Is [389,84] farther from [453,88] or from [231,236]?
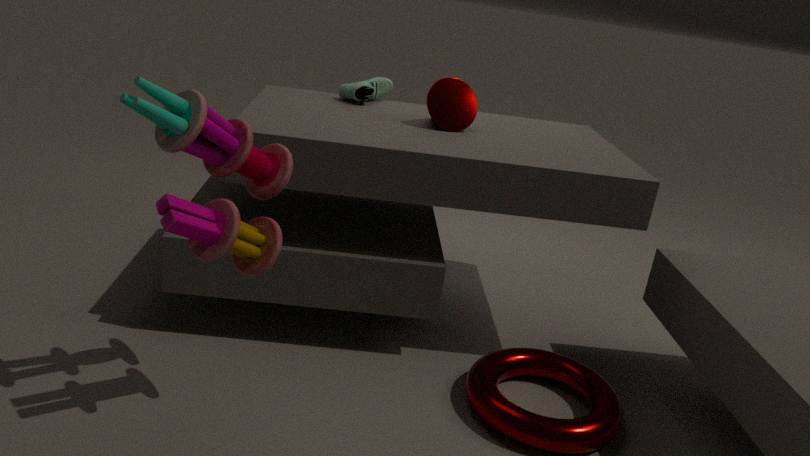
[231,236]
